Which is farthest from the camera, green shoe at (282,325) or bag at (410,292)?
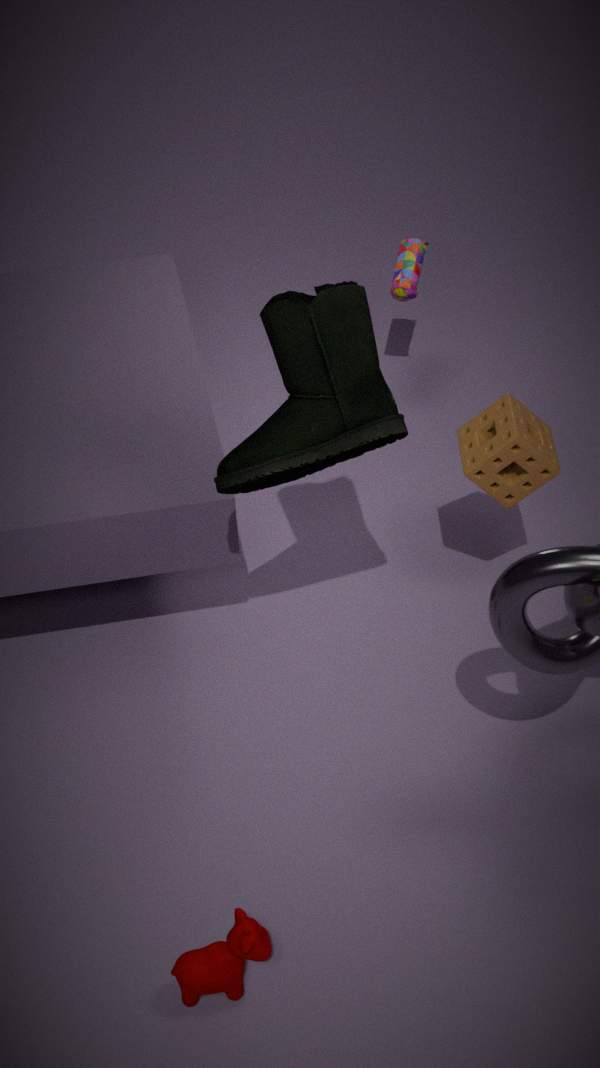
bag at (410,292)
